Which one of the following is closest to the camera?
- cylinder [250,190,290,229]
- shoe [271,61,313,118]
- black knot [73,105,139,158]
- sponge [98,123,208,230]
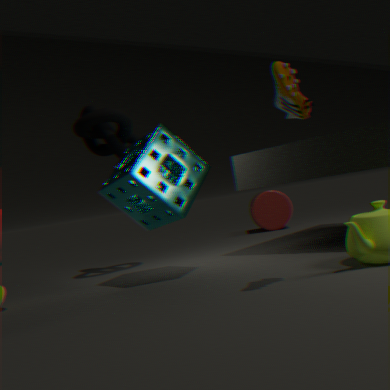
shoe [271,61,313,118]
